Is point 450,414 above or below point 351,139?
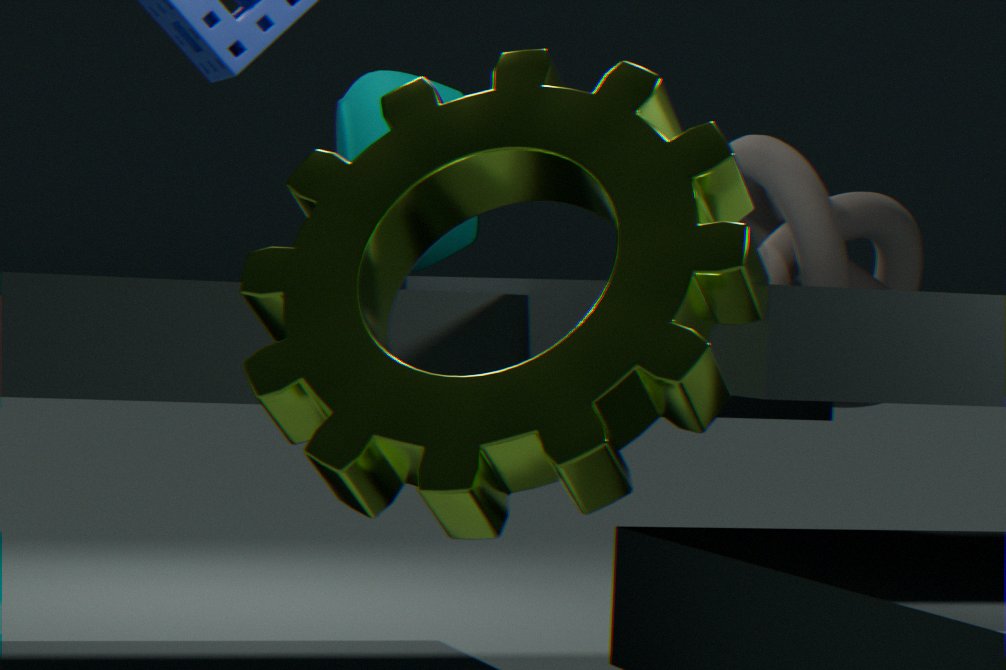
below
